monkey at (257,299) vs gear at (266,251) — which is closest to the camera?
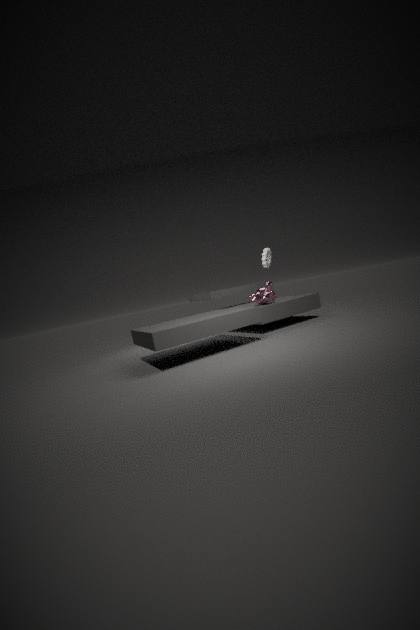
gear at (266,251)
